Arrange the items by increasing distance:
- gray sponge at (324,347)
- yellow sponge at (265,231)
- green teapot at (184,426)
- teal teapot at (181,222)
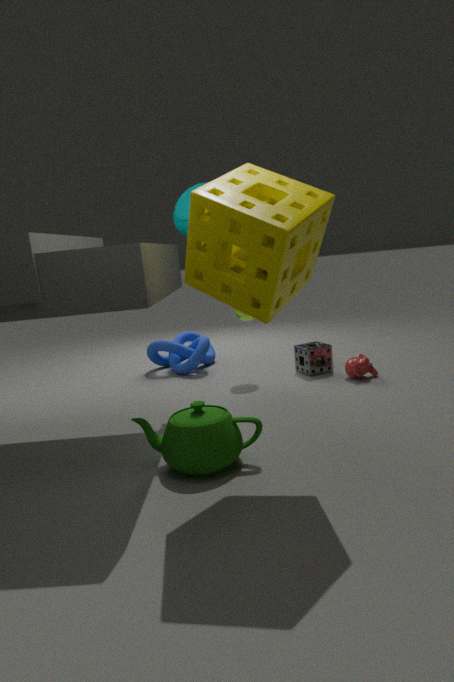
yellow sponge at (265,231), green teapot at (184,426), teal teapot at (181,222), gray sponge at (324,347)
